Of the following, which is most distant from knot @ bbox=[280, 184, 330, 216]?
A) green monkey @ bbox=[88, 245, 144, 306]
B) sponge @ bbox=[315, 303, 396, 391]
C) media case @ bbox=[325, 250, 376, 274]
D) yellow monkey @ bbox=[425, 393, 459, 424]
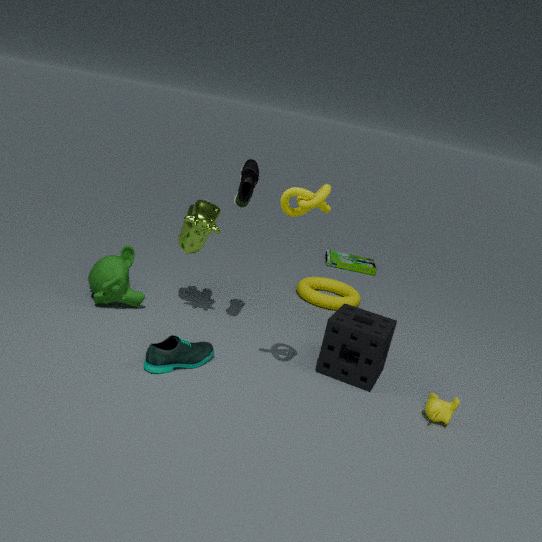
media case @ bbox=[325, 250, 376, 274]
